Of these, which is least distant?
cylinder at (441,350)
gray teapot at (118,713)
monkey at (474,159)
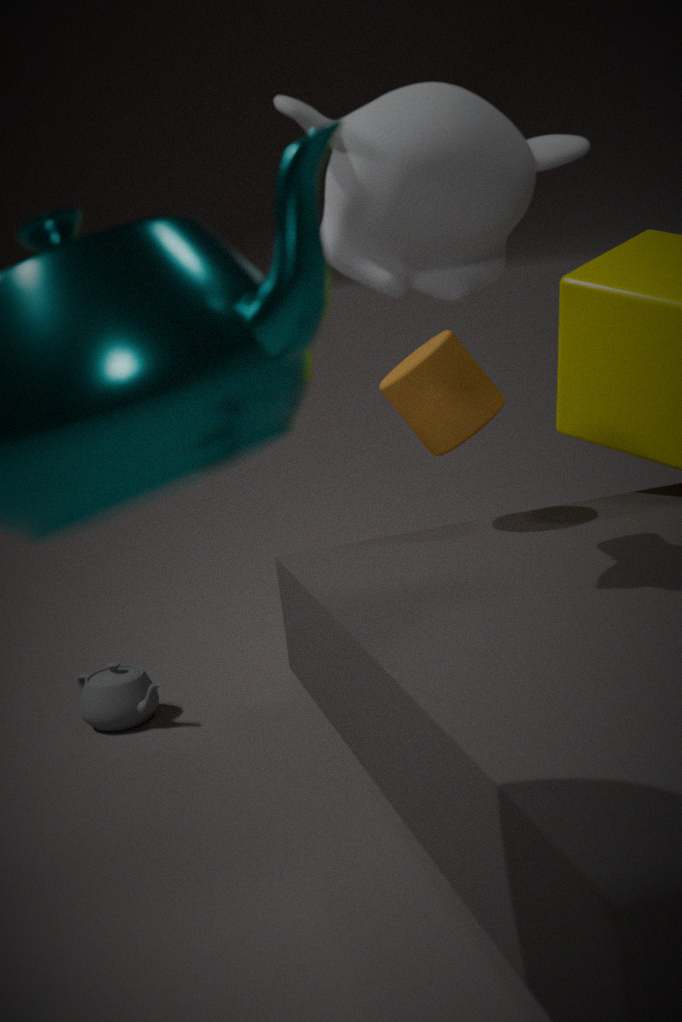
monkey at (474,159)
